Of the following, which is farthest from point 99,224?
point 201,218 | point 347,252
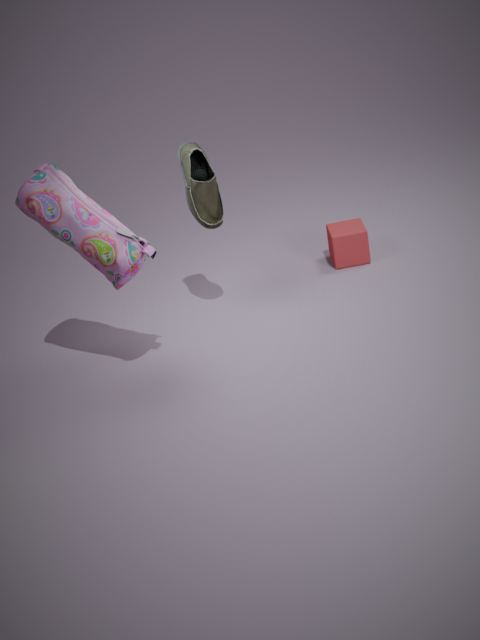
point 347,252
